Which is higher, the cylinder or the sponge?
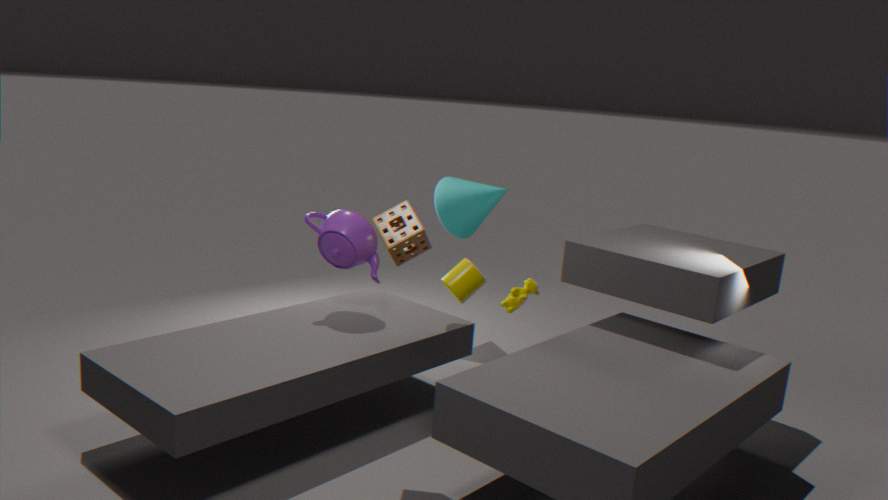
the sponge
